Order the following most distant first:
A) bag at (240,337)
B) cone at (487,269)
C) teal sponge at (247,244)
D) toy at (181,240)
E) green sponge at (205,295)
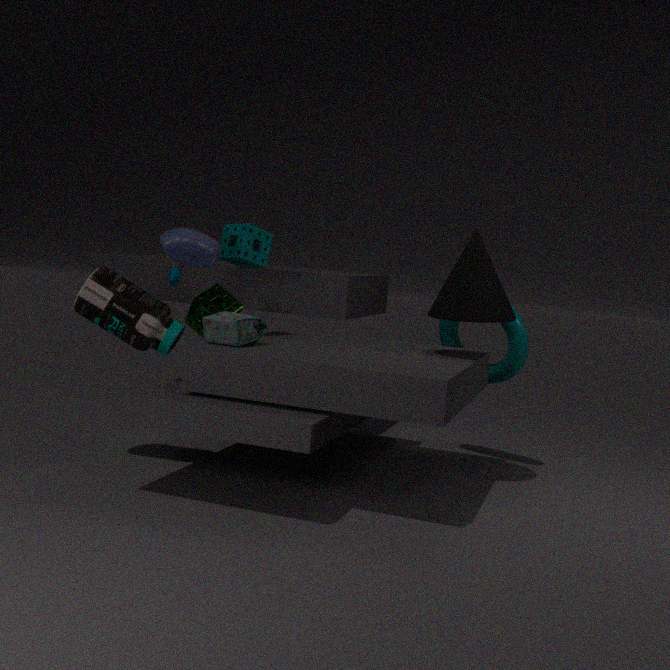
teal sponge at (247,244), green sponge at (205,295), cone at (487,269), toy at (181,240), bag at (240,337)
